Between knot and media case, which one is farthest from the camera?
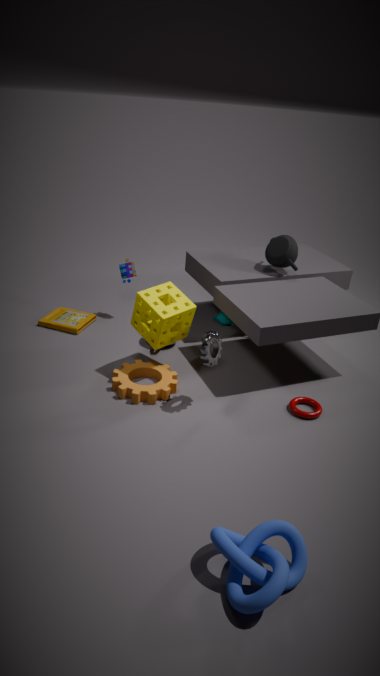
media case
